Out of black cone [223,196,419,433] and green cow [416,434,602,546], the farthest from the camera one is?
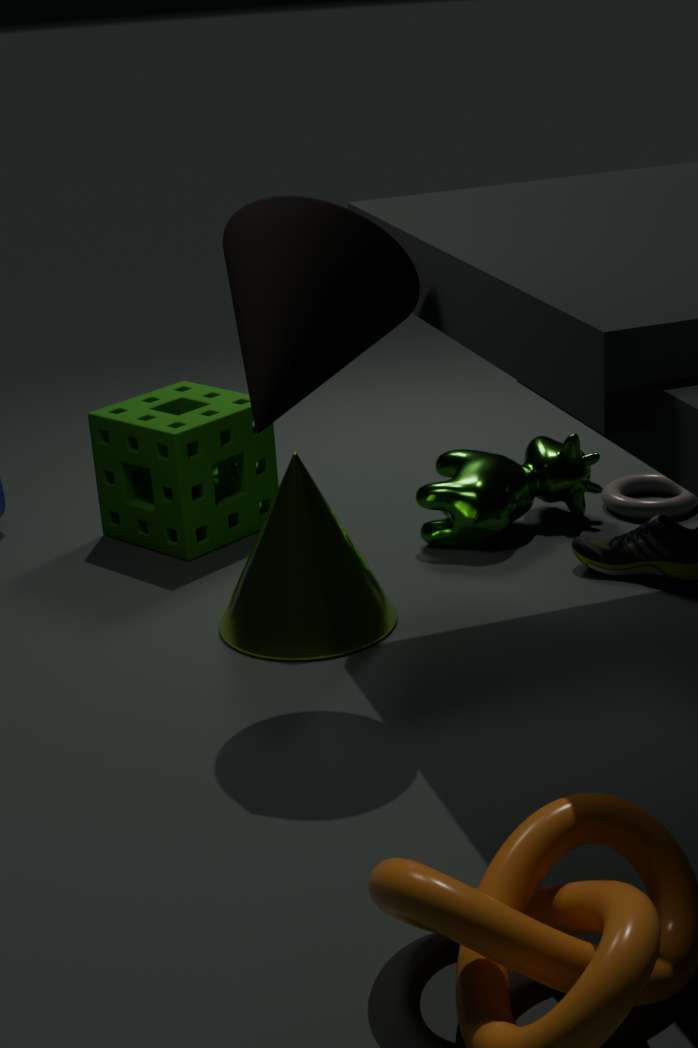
green cow [416,434,602,546]
